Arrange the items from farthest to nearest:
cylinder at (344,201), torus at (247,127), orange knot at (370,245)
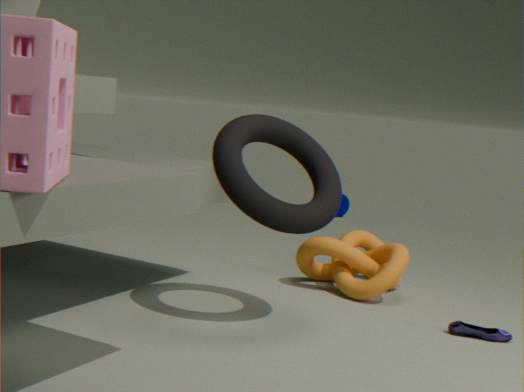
cylinder at (344,201) → orange knot at (370,245) → torus at (247,127)
